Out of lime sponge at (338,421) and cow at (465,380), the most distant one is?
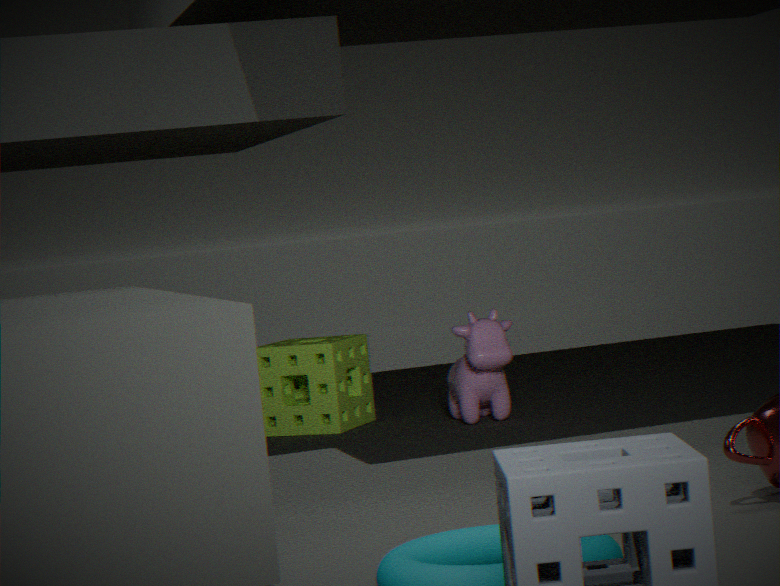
lime sponge at (338,421)
